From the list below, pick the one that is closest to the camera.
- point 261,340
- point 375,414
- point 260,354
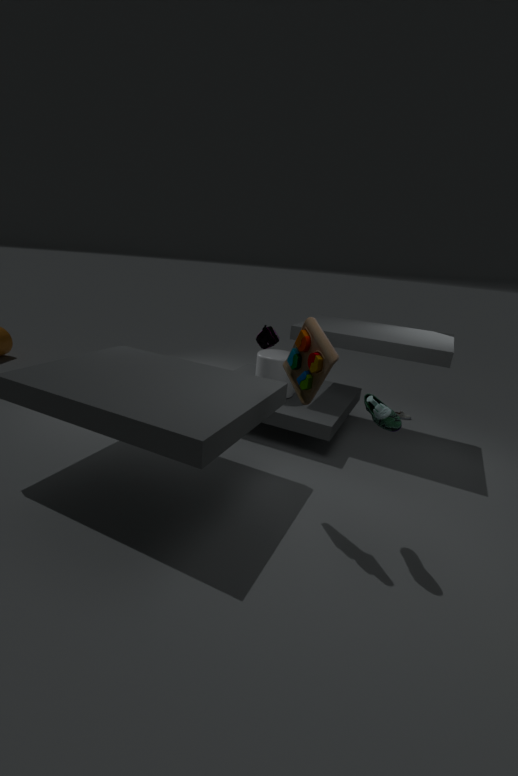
point 375,414
